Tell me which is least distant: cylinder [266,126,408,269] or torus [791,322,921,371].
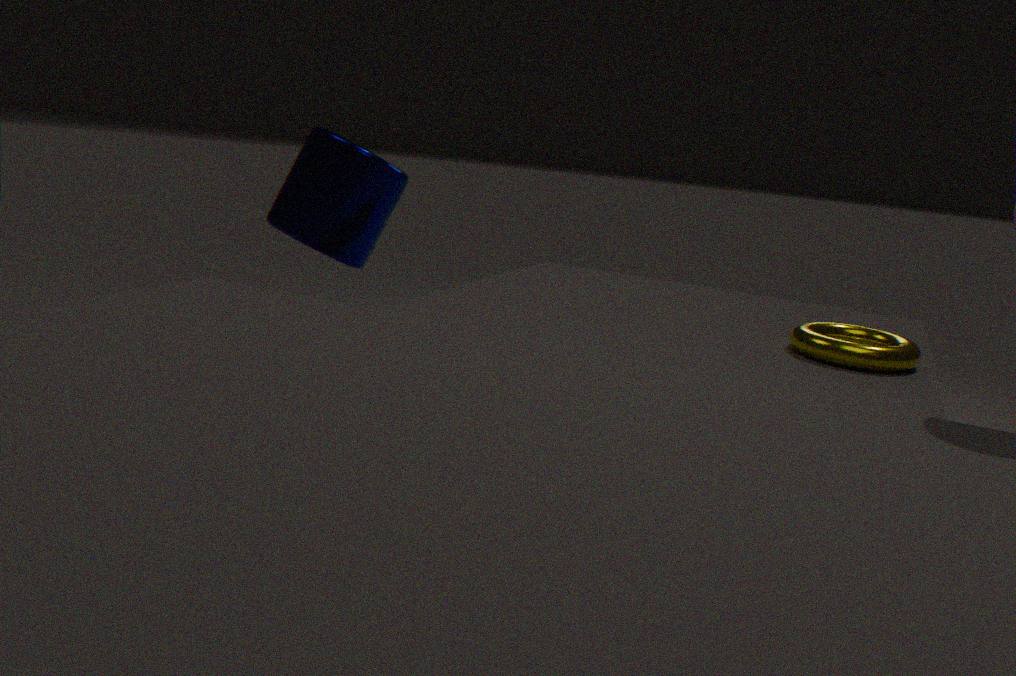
torus [791,322,921,371]
